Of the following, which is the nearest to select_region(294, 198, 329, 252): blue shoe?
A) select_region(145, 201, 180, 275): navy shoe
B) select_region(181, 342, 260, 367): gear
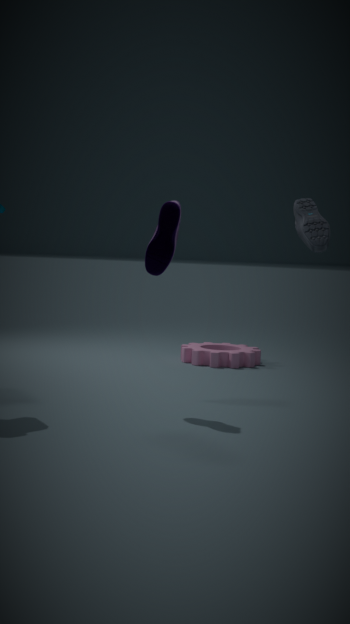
select_region(145, 201, 180, 275): navy shoe
